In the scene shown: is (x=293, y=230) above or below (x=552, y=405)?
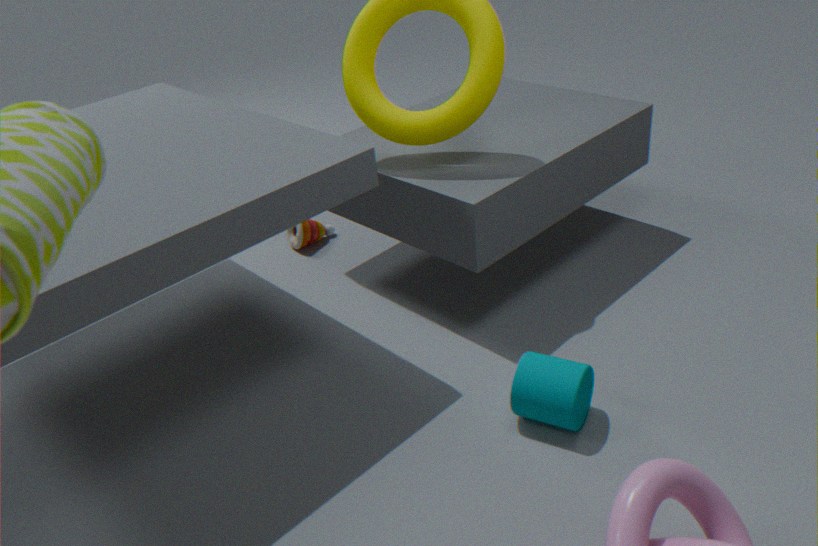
below
